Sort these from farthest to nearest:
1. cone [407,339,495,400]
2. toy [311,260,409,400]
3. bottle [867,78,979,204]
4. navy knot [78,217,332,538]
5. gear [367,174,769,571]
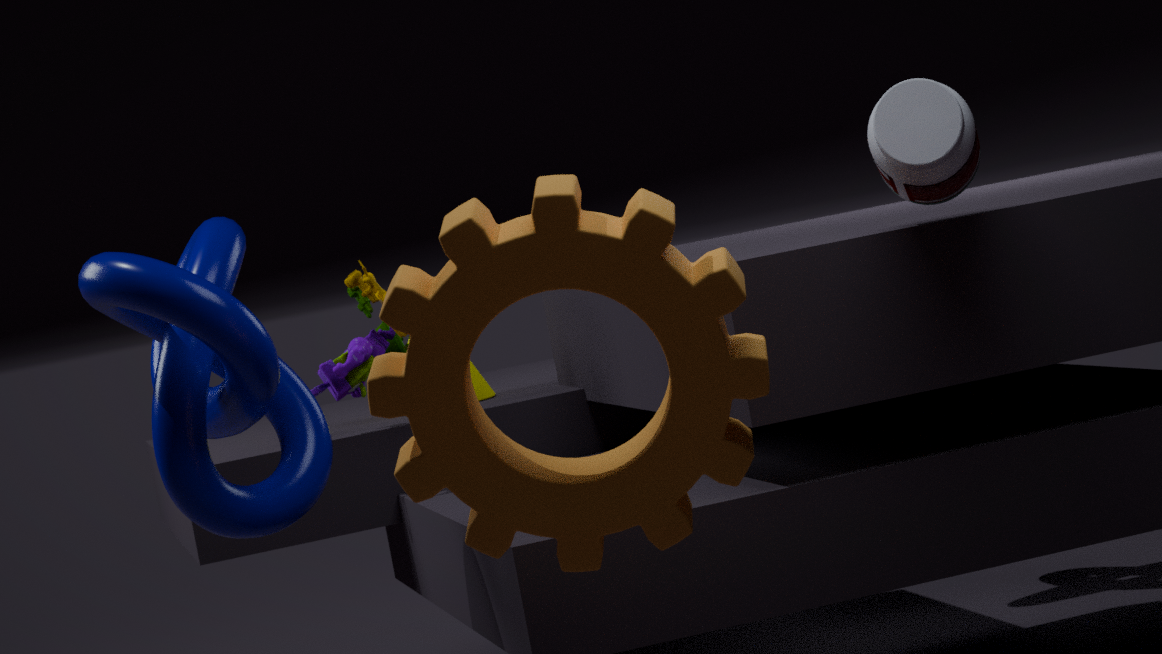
cone [407,339,495,400] → toy [311,260,409,400] → navy knot [78,217,332,538] → bottle [867,78,979,204] → gear [367,174,769,571]
